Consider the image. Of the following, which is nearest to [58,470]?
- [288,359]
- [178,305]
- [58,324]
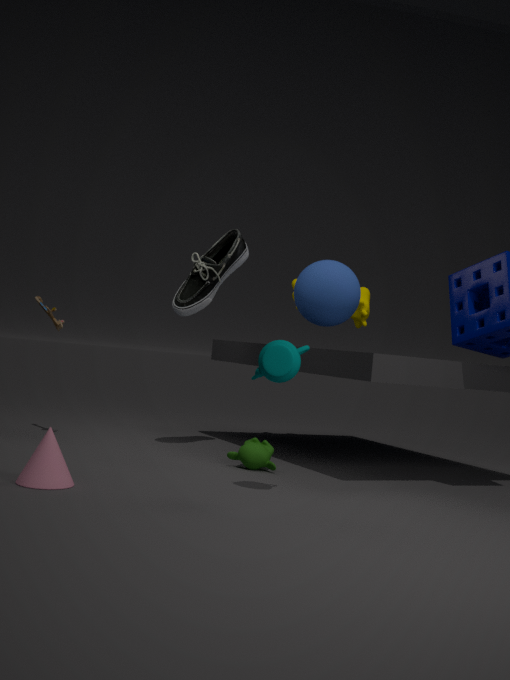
[288,359]
